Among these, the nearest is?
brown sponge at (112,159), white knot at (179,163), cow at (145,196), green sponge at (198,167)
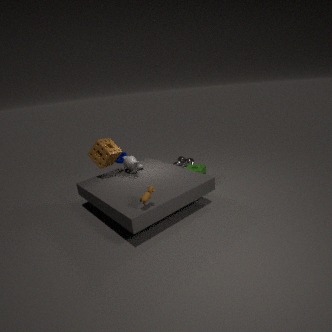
cow at (145,196)
